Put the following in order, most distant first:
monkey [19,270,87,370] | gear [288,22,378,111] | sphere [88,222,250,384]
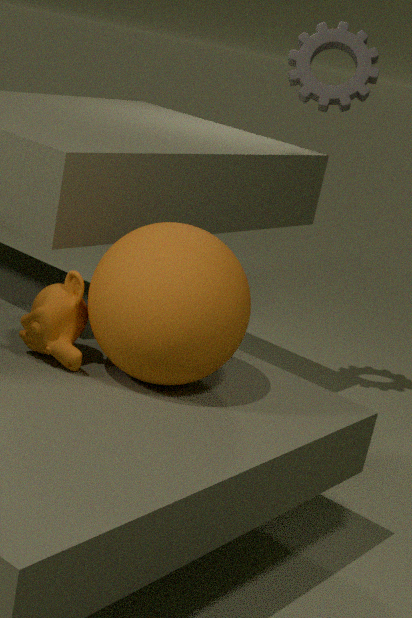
gear [288,22,378,111] → monkey [19,270,87,370] → sphere [88,222,250,384]
